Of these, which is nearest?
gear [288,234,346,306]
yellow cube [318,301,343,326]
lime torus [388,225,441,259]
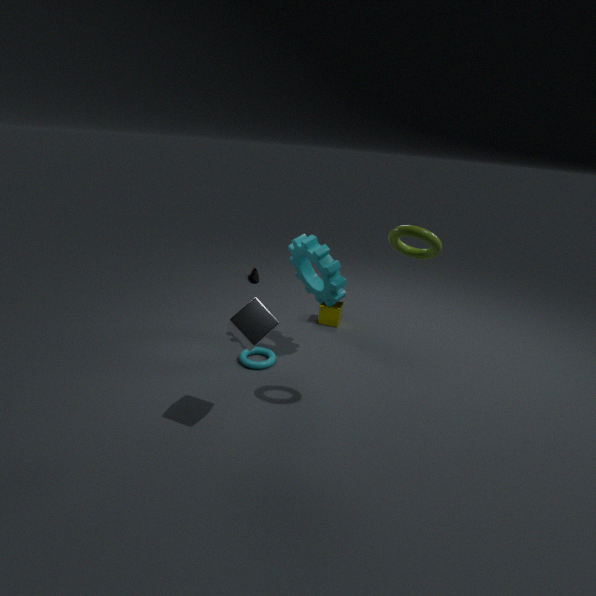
lime torus [388,225,441,259]
